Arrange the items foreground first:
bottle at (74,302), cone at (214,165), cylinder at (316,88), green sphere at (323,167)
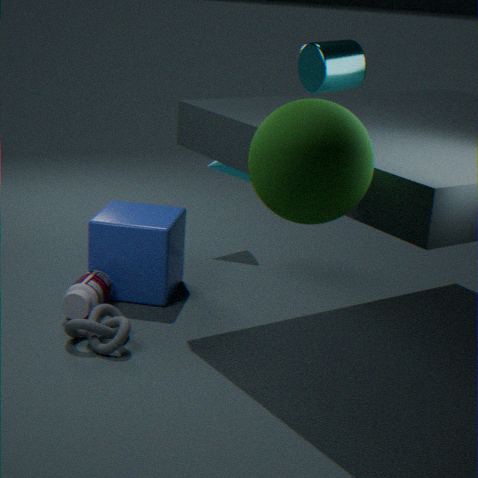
green sphere at (323,167), cylinder at (316,88), bottle at (74,302), cone at (214,165)
